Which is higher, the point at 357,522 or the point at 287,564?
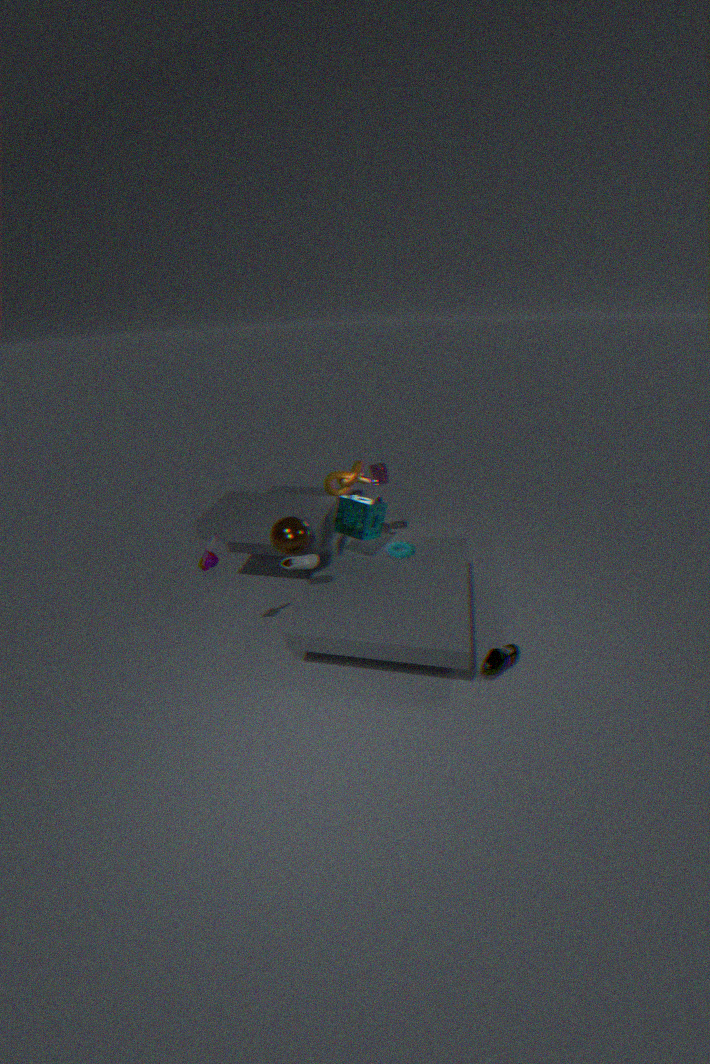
the point at 357,522
